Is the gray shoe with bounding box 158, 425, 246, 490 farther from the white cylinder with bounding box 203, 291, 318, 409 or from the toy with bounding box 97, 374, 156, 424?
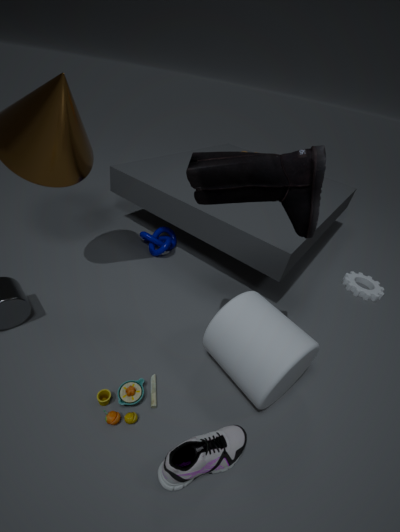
the toy with bounding box 97, 374, 156, 424
